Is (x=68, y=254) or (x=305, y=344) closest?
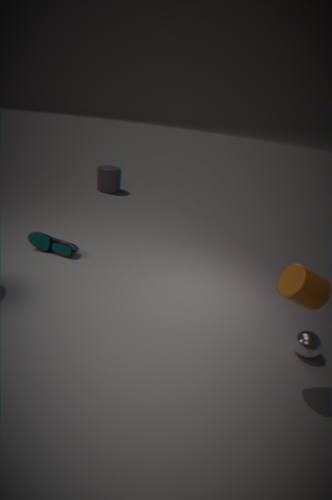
(x=305, y=344)
